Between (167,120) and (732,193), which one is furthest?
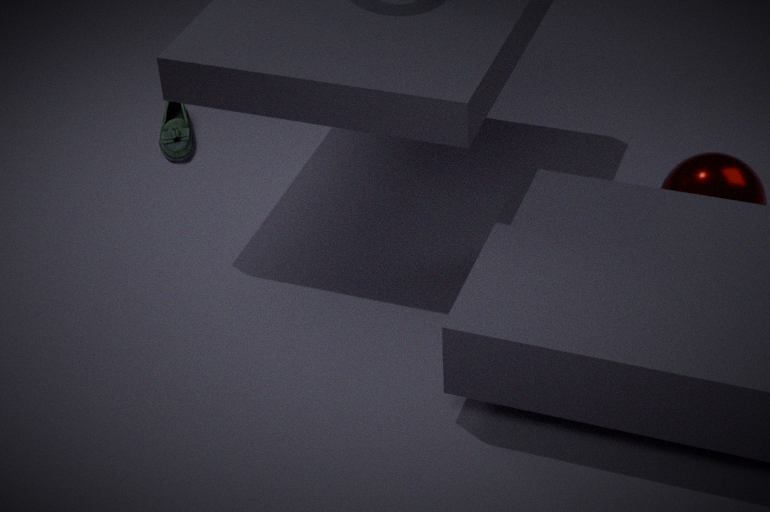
(167,120)
